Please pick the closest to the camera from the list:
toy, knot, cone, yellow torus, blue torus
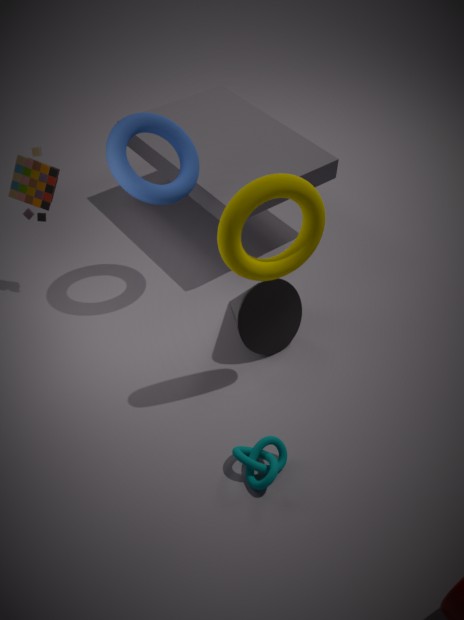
yellow torus
